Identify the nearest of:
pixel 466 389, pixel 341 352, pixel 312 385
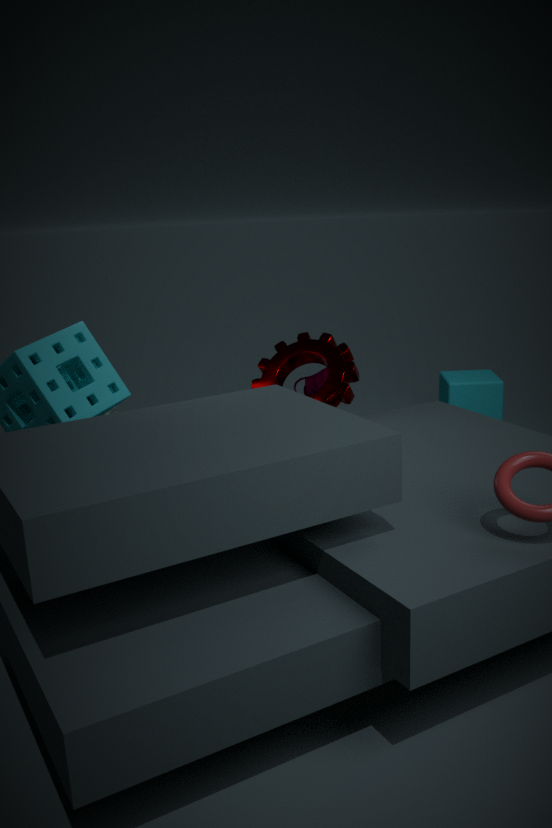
pixel 341 352
